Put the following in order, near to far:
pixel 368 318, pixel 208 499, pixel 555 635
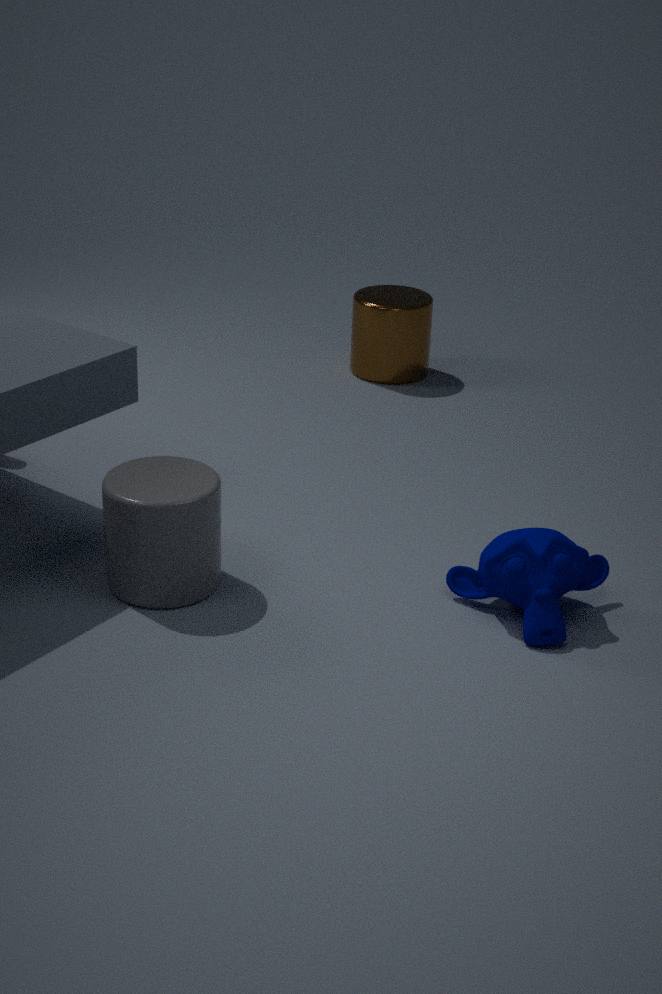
1. pixel 555 635
2. pixel 208 499
3. pixel 368 318
